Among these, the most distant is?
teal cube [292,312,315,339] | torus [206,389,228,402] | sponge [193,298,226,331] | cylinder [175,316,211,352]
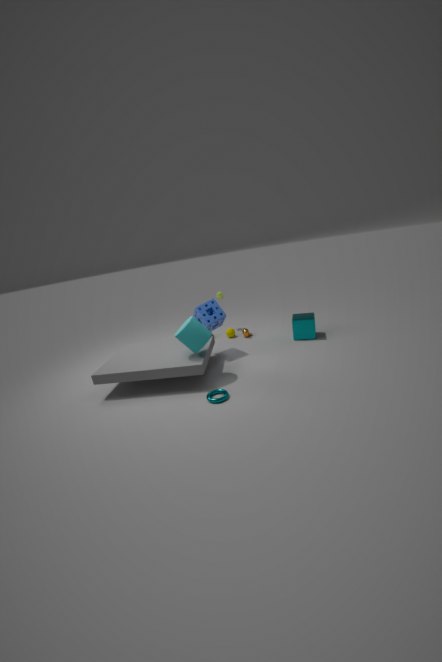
teal cube [292,312,315,339]
